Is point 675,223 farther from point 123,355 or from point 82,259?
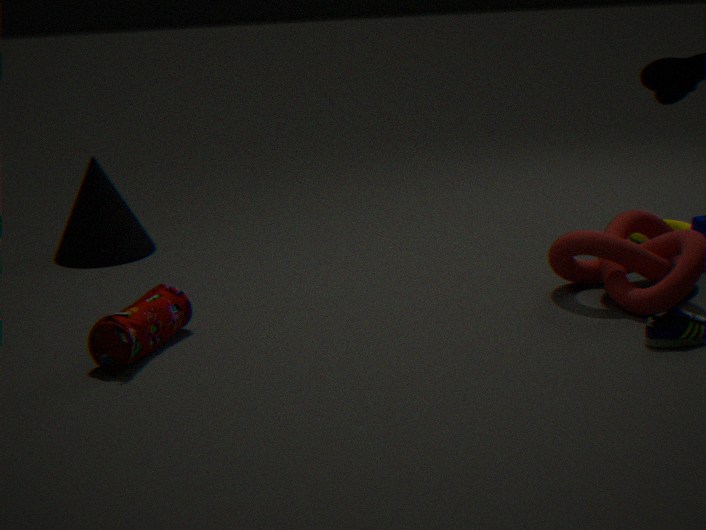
point 82,259
